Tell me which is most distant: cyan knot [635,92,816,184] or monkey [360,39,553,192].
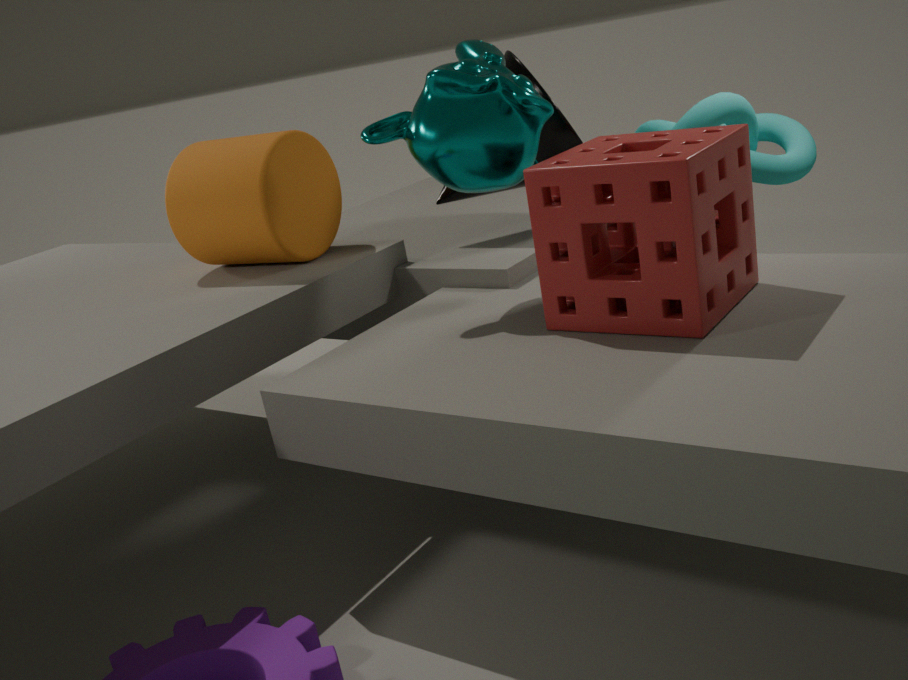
cyan knot [635,92,816,184]
